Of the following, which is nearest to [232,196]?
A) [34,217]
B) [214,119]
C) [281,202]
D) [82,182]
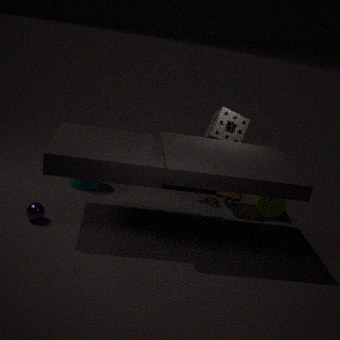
[281,202]
